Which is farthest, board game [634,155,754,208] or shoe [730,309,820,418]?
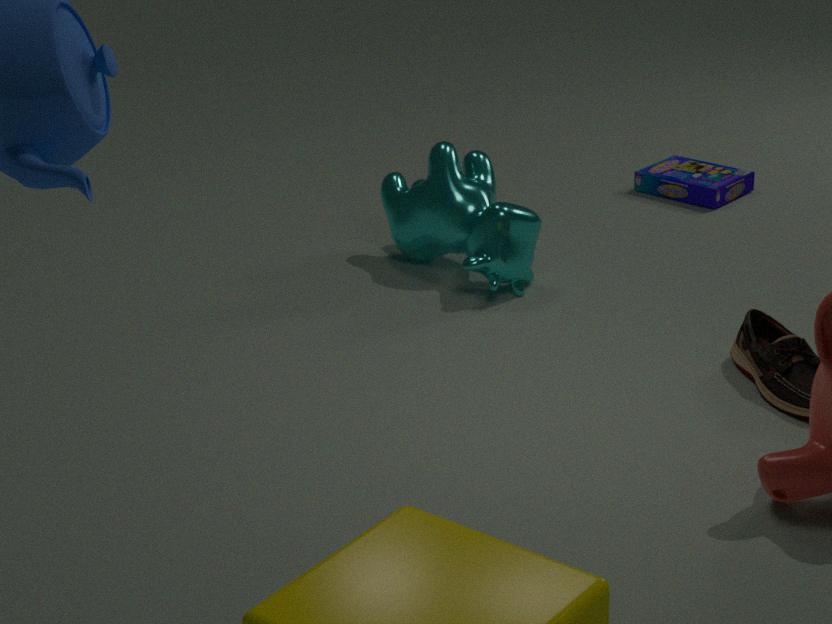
board game [634,155,754,208]
